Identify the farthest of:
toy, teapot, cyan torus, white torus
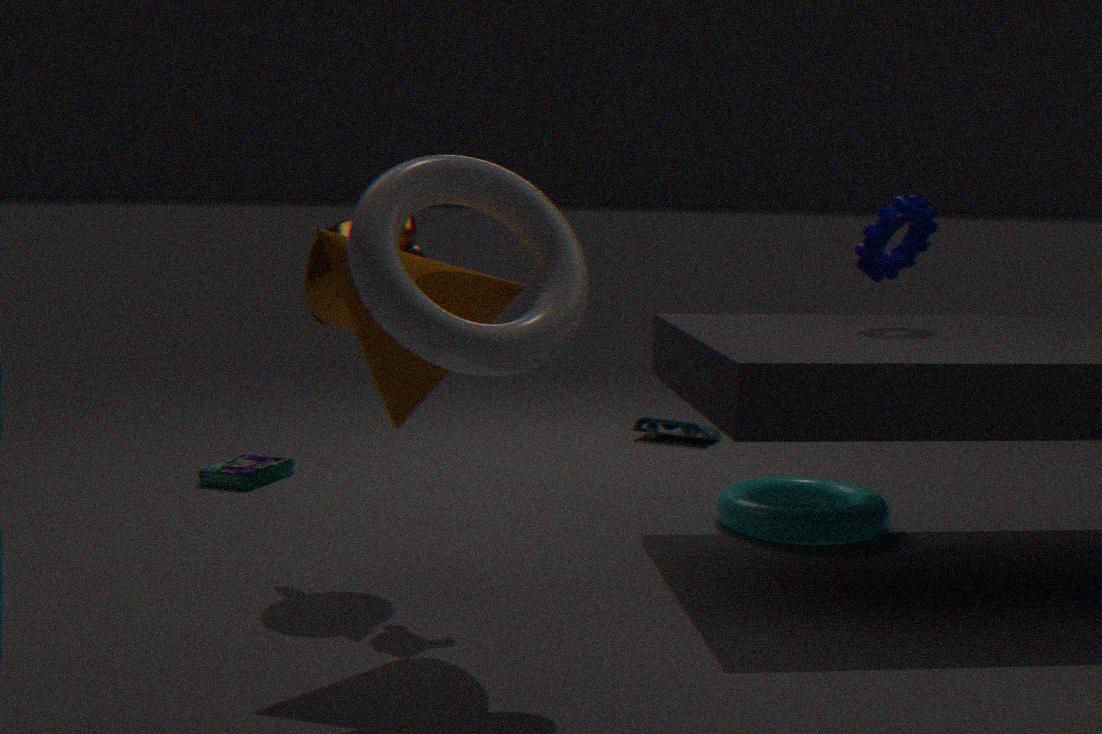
toy
